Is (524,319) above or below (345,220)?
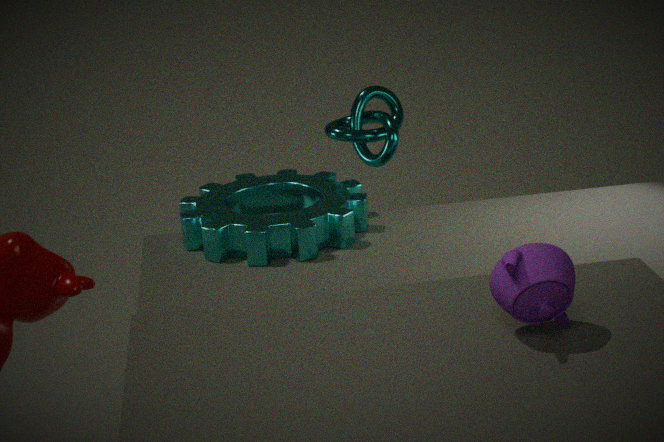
above
